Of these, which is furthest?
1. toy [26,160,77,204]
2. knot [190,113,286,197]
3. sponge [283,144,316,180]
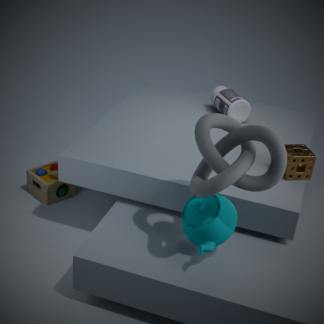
toy [26,160,77,204]
